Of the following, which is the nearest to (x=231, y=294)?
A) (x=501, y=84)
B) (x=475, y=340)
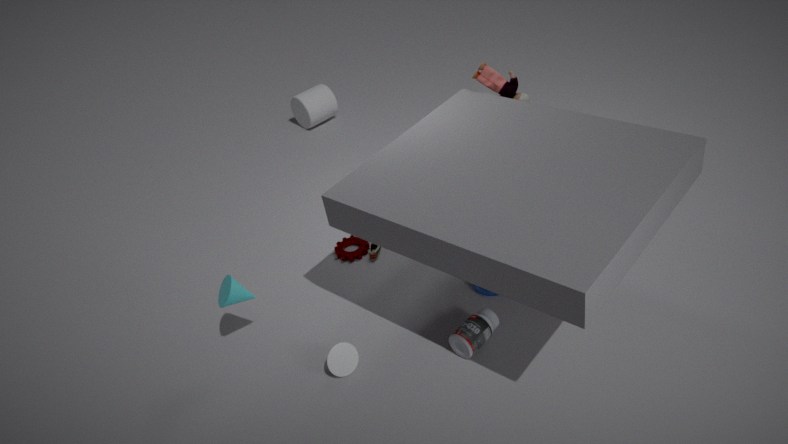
(x=475, y=340)
